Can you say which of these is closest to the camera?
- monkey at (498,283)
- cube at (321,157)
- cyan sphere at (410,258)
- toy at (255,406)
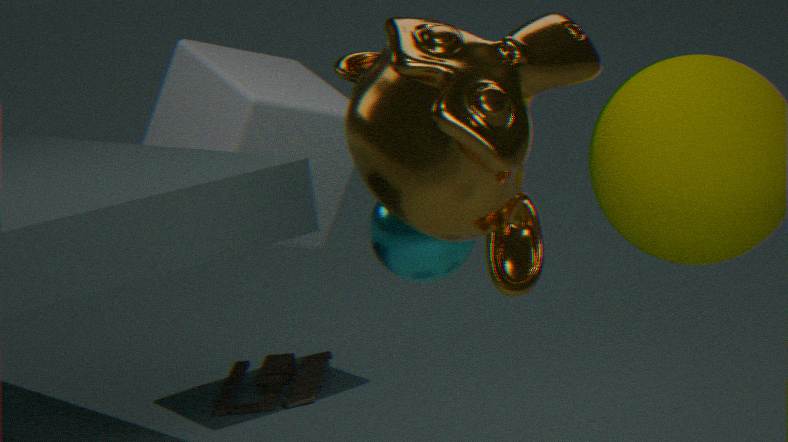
monkey at (498,283)
